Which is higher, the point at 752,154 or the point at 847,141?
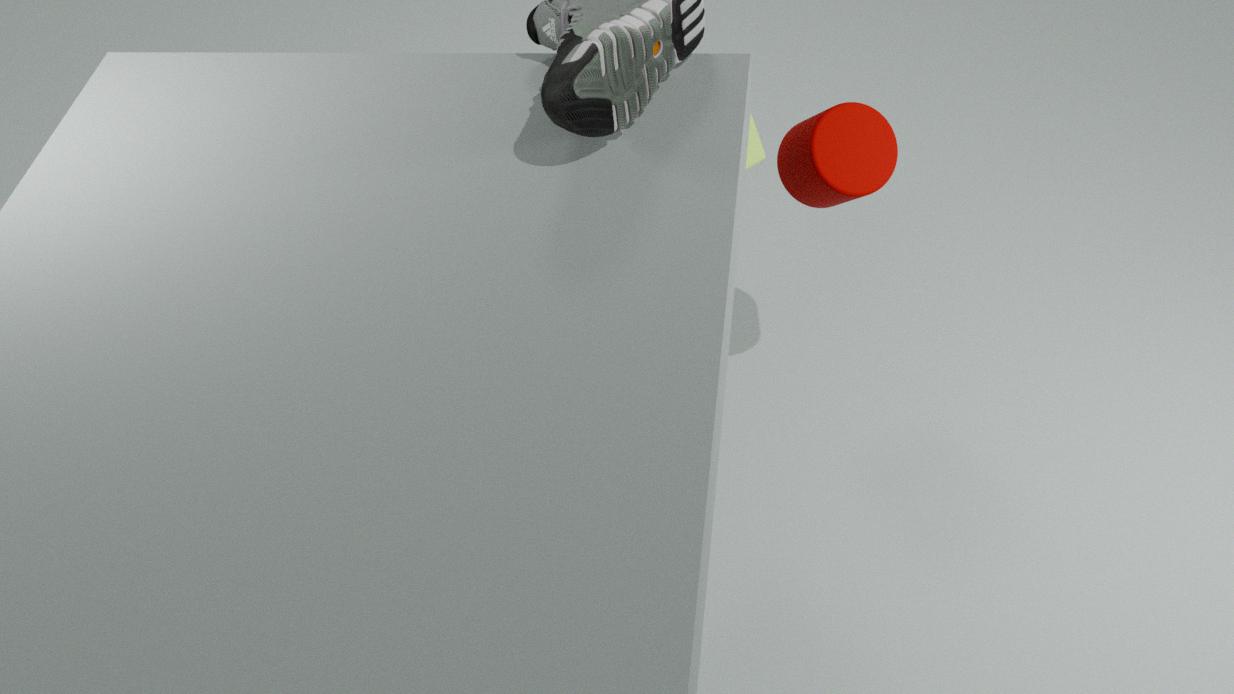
the point at 752,154
